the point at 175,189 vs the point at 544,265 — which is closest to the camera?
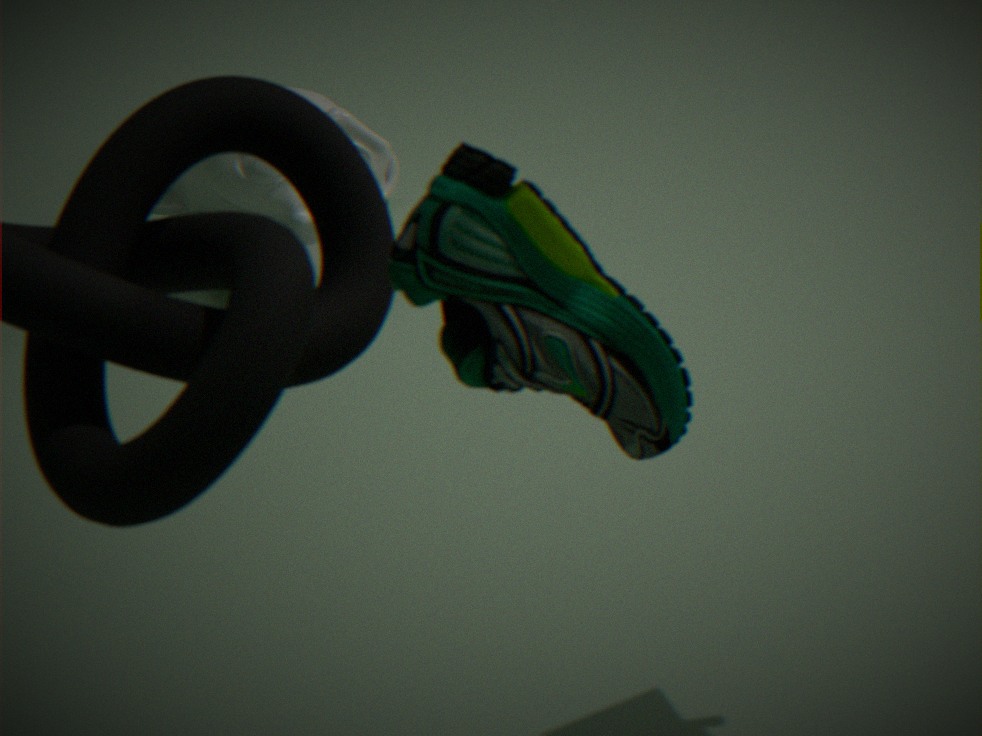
the point at 544,265
